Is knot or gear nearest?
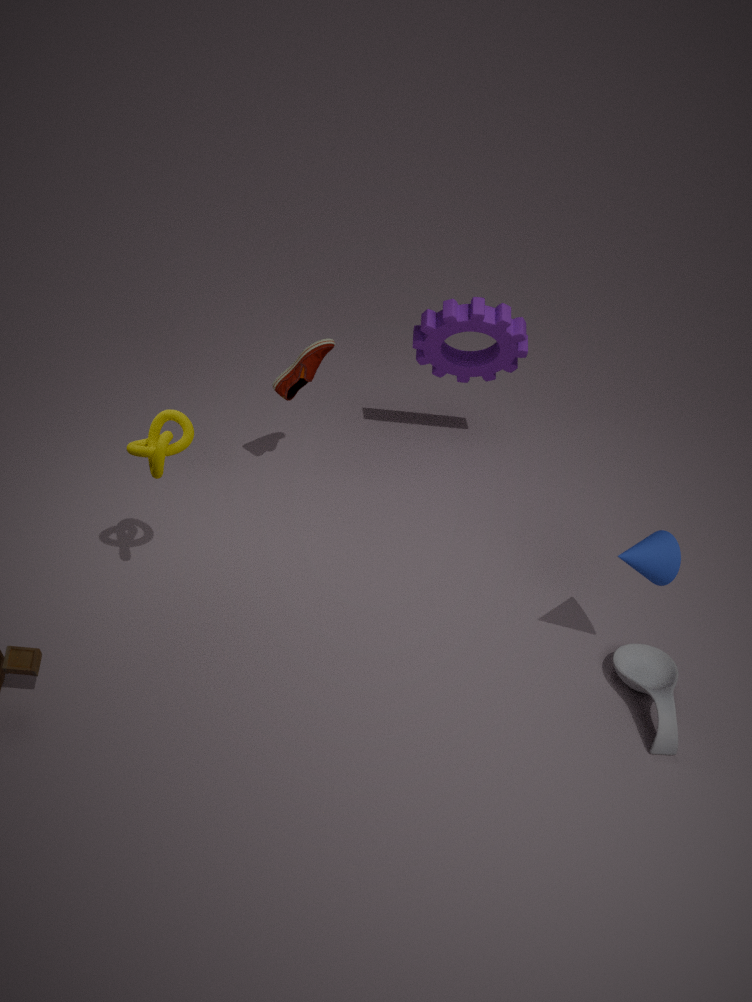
knot
